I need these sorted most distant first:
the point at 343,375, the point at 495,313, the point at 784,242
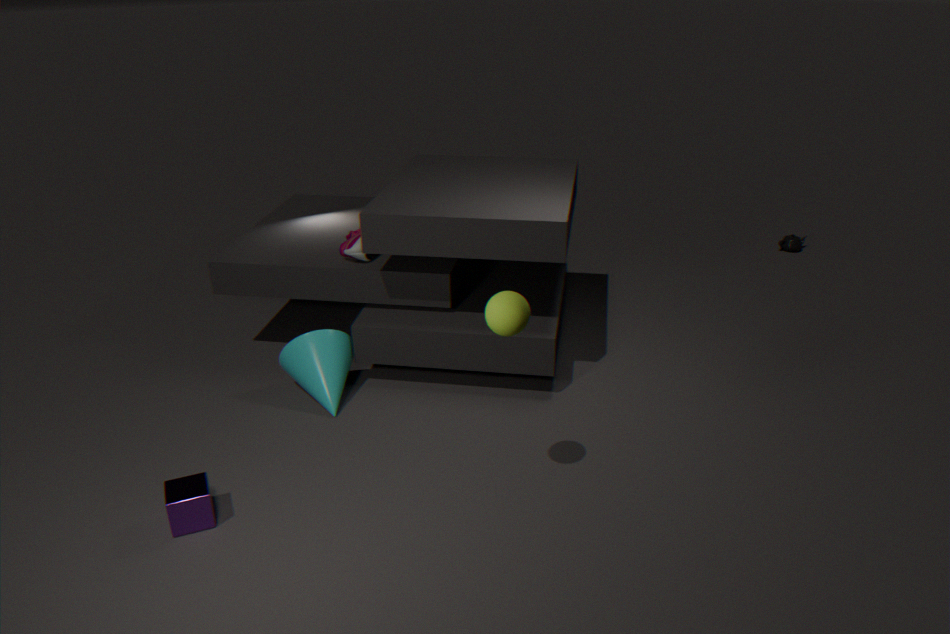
the point at 784,242 < the point at 343,375 < the point at 495,313
